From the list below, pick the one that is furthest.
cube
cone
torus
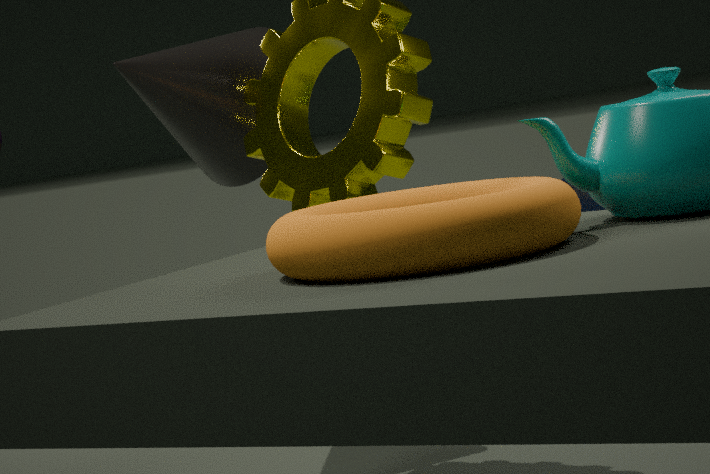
cone
